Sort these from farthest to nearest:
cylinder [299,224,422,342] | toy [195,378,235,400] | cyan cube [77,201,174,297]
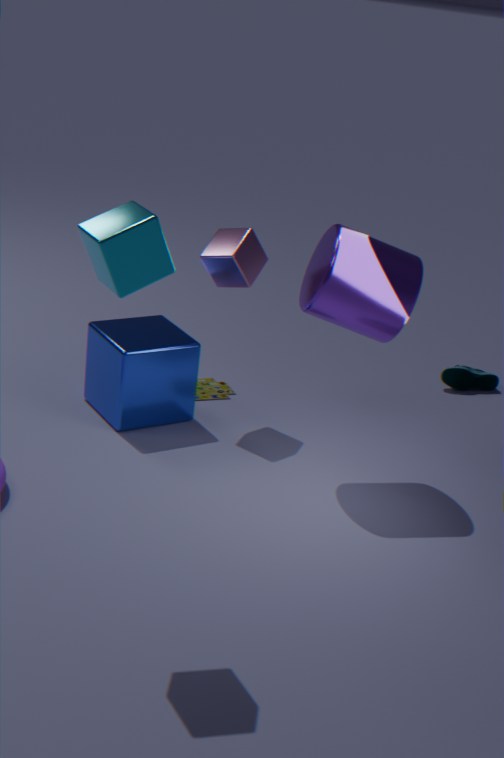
toy [195,378,235,400]
cylinder [299,224,422,342]
cyan cube [77,201,174,297]
